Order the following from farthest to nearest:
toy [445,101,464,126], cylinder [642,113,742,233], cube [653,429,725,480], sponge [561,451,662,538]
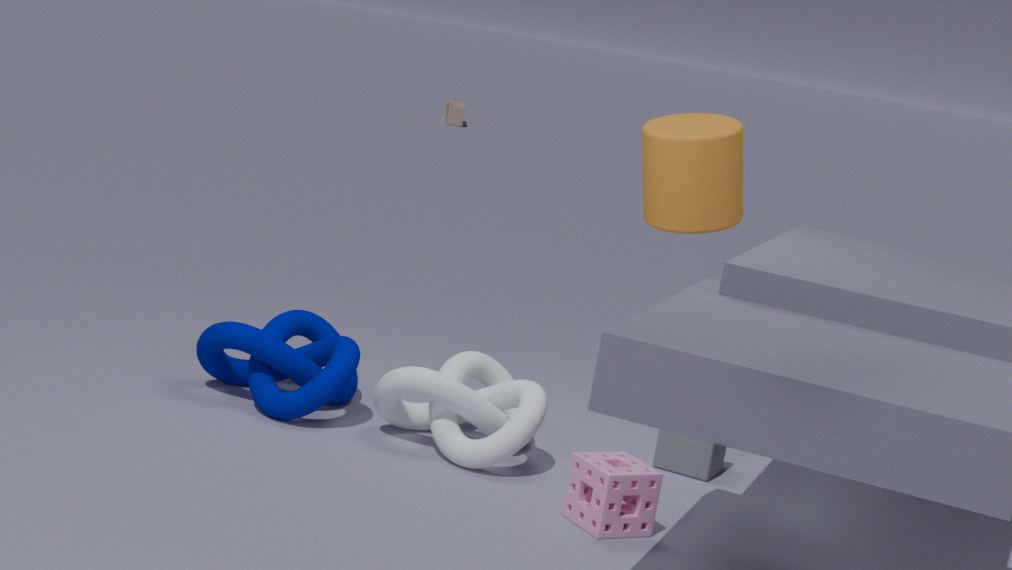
toy [445,101,464,126] < cube [653,429,725,480] < sponge [561,451,662,538] < cylinder [642,113,742,233]
